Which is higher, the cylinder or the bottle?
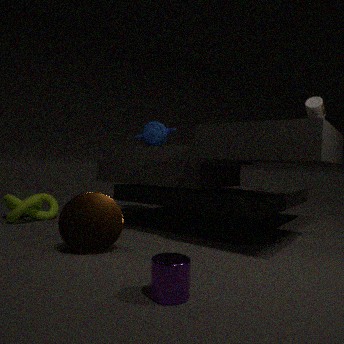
the bottle
